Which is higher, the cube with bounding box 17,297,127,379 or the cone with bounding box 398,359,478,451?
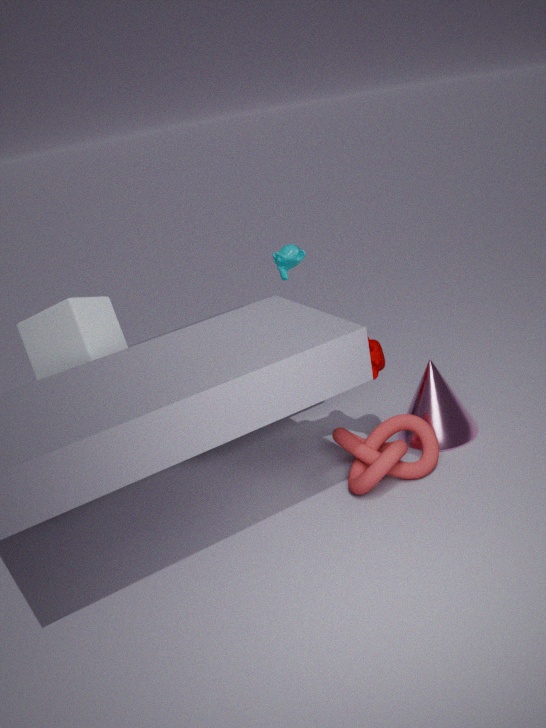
the cube with bounding box 17,297,127,379
